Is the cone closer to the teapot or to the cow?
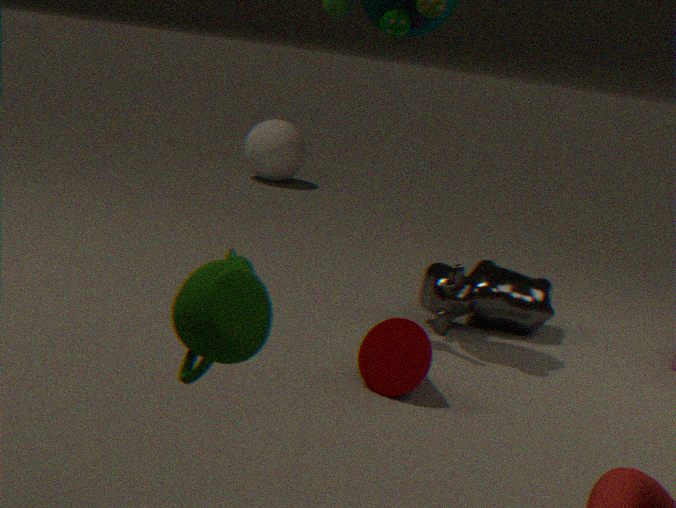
the cow
